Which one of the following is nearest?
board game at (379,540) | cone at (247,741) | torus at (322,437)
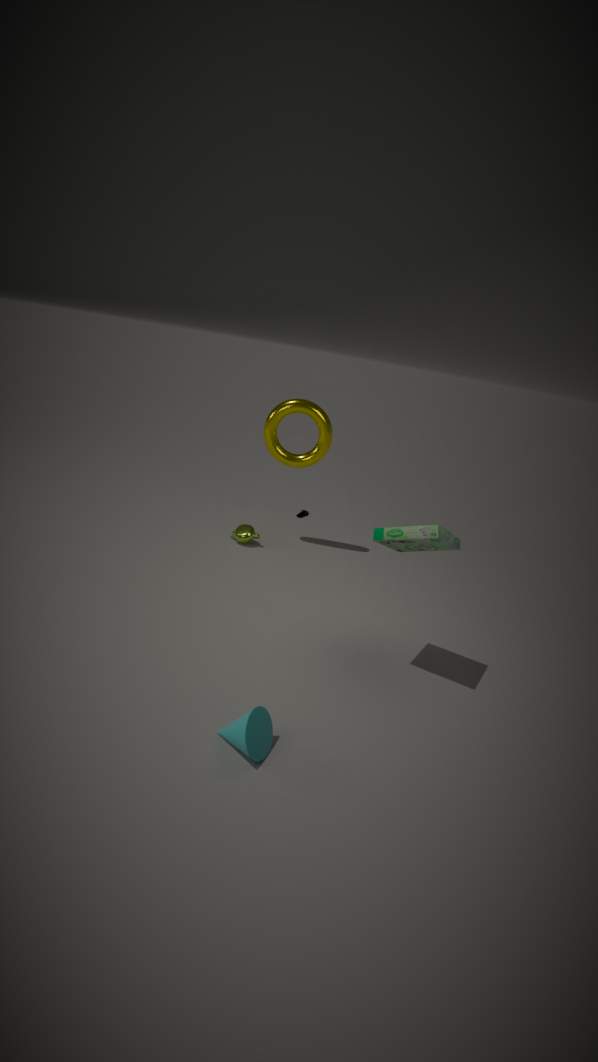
cone at (247,741)
